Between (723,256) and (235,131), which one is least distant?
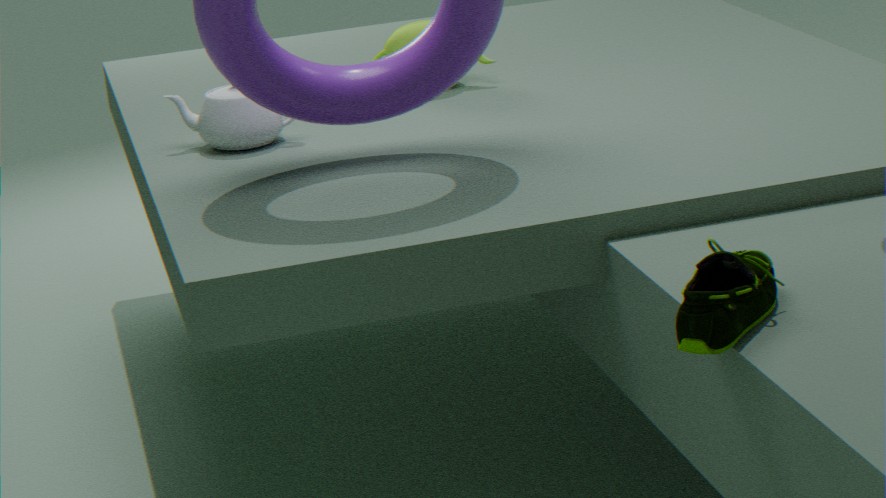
(723,256)
